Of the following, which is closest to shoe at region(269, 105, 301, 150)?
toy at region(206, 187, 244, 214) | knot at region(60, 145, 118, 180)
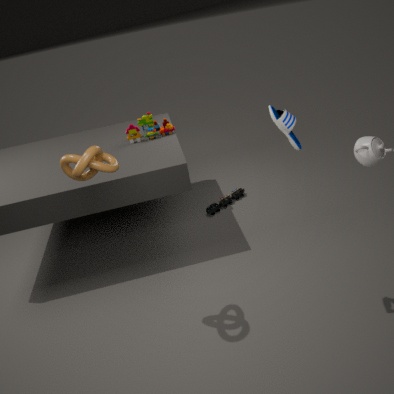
knot at region(60, 145, 118, 180)
